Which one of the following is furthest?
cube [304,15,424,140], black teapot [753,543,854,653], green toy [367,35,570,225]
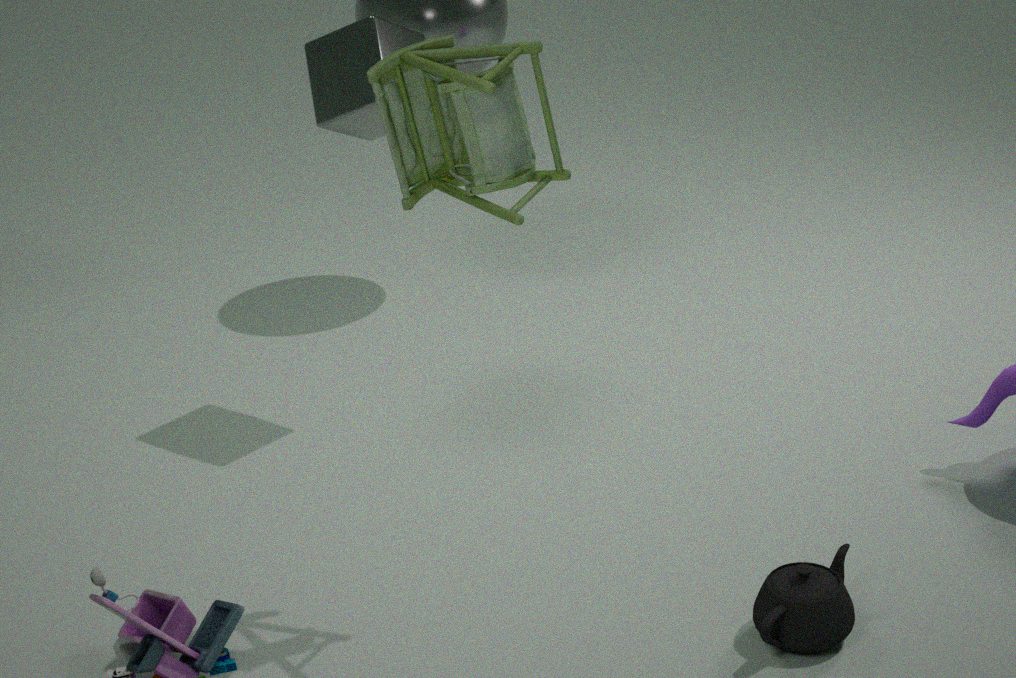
cube [304,15,424,140]
